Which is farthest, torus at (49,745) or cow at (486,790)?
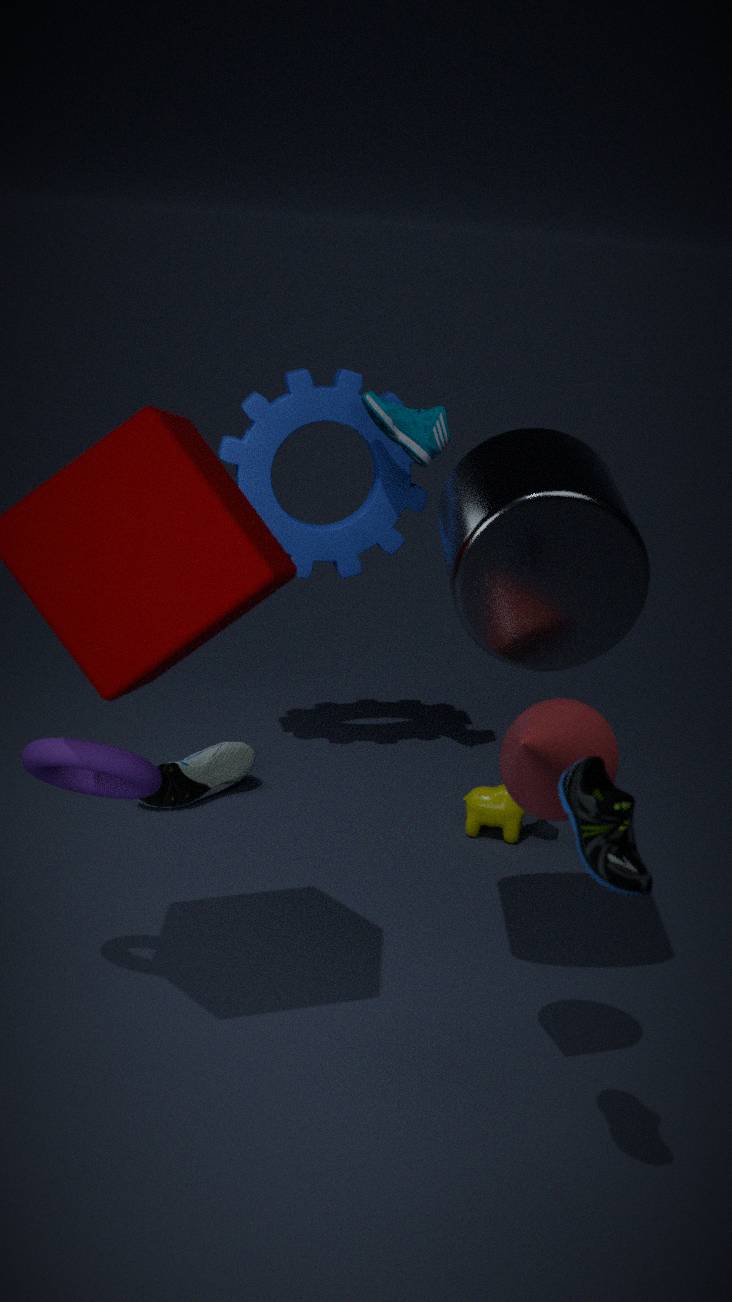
cow at (486,790)
